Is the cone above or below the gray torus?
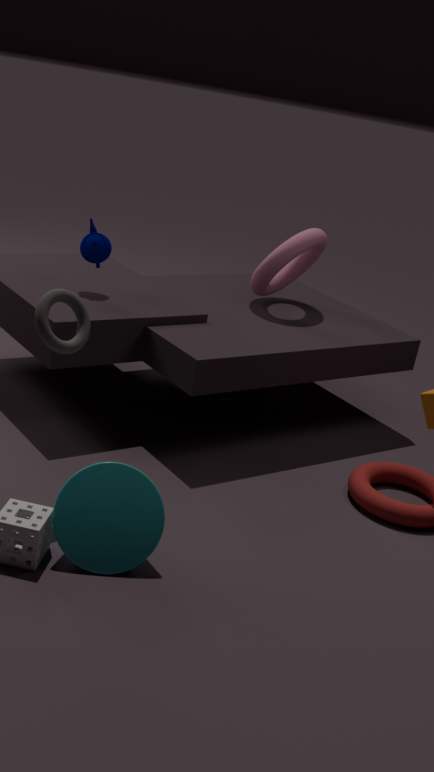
below
